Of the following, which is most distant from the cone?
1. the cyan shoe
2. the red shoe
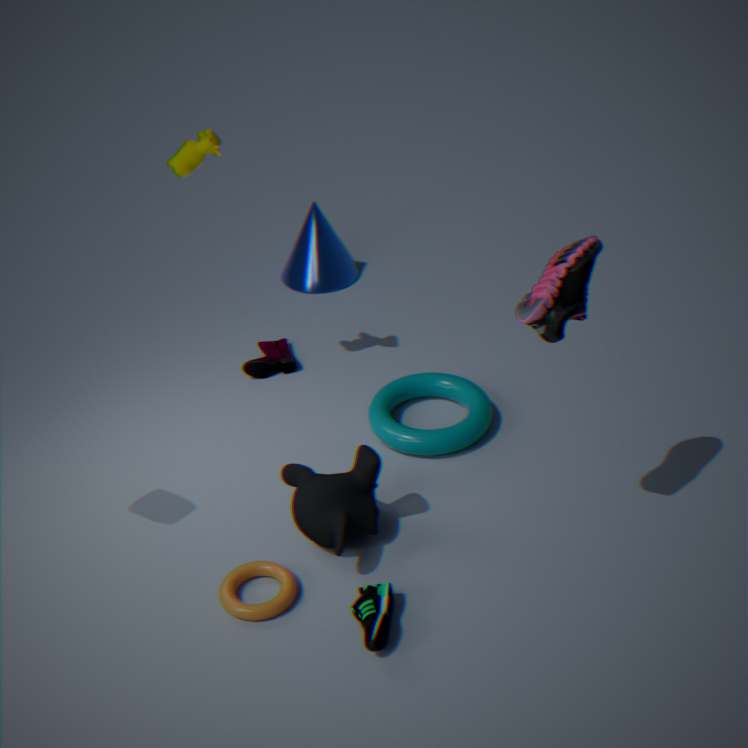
the cyan shoe
